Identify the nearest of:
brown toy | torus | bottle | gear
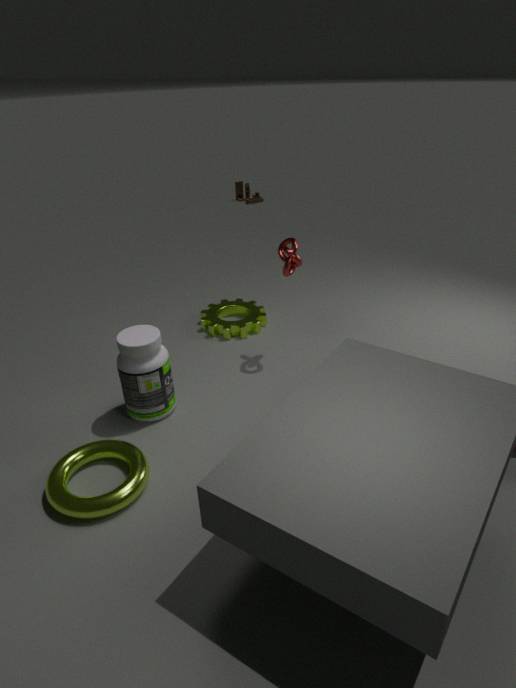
torus
